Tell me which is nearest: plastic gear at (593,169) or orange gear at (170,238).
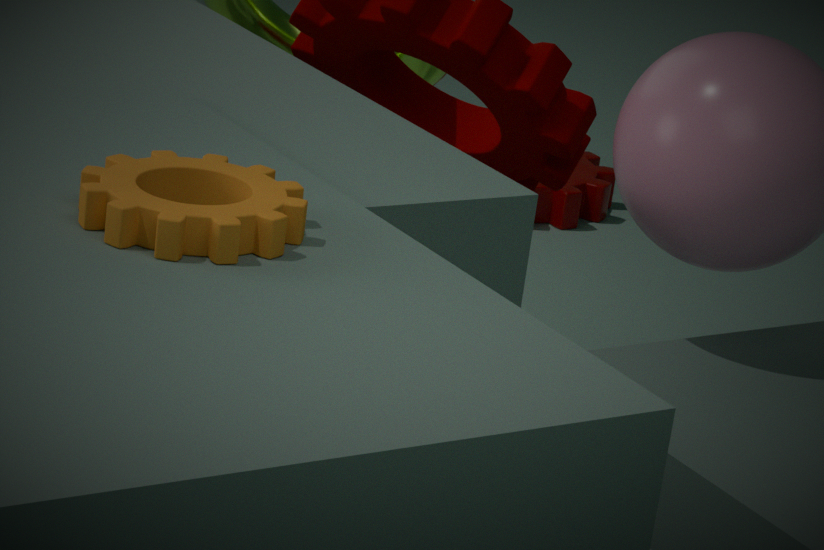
orange gear at (170,238)
